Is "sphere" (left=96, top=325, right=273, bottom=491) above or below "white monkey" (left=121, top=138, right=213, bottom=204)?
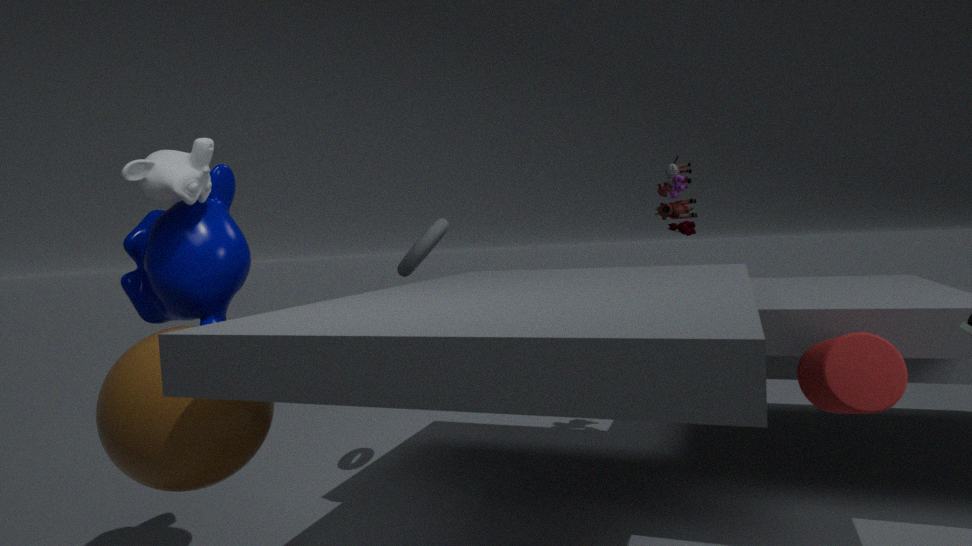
below
